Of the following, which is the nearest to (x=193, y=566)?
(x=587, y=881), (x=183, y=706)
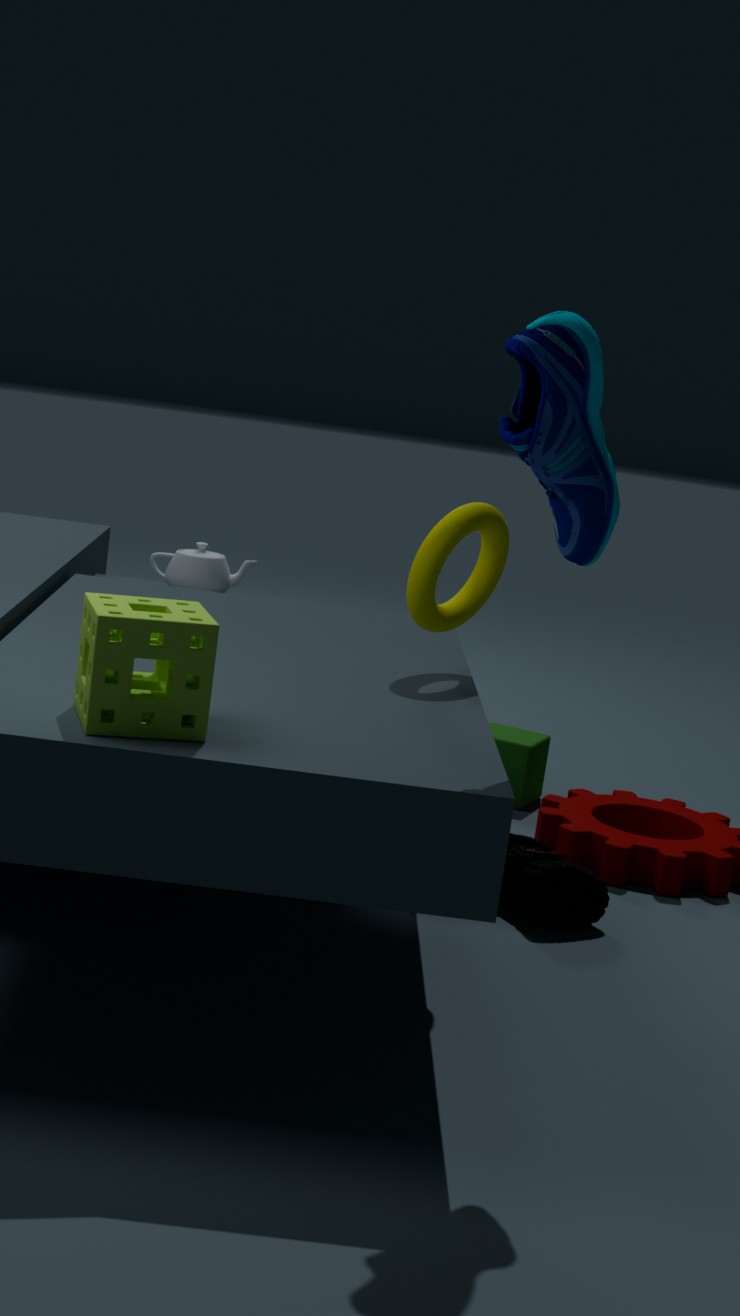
(x=587, y=881)
